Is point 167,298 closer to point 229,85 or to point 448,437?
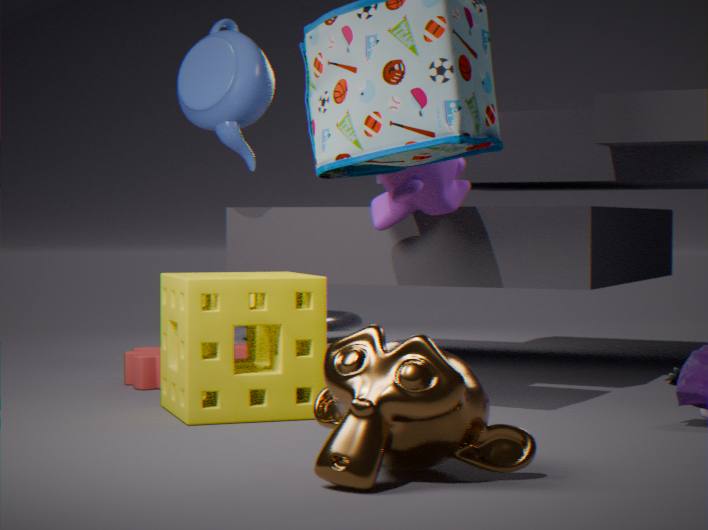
point 448,437
